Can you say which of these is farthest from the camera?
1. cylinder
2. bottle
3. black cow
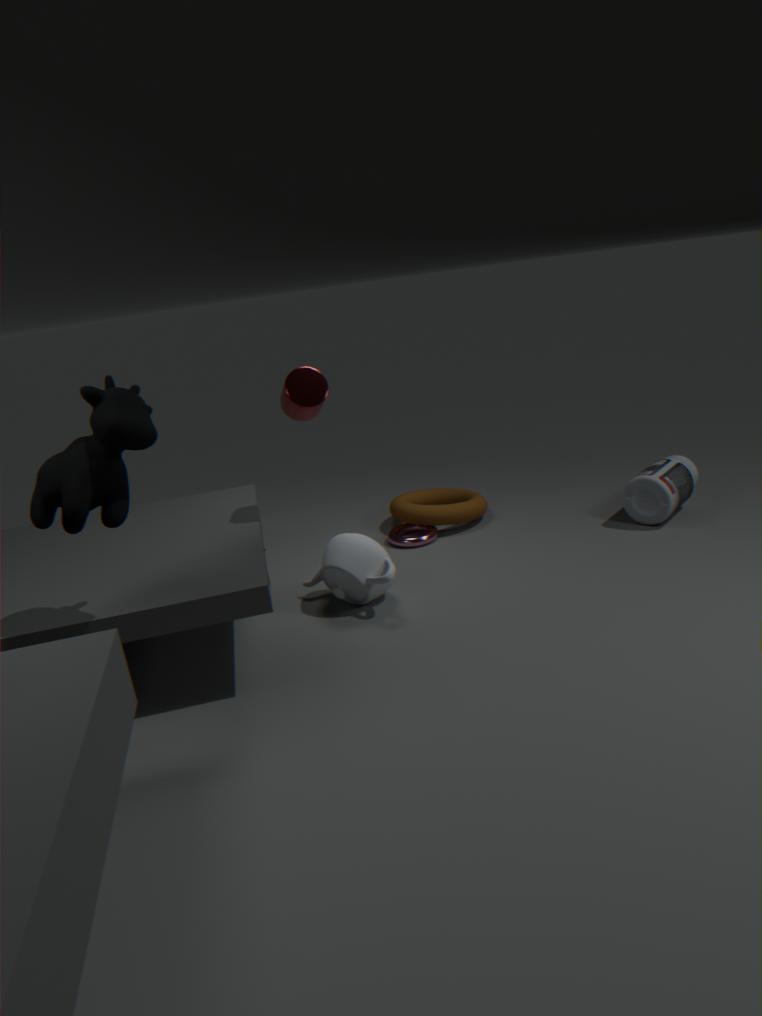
bottle
